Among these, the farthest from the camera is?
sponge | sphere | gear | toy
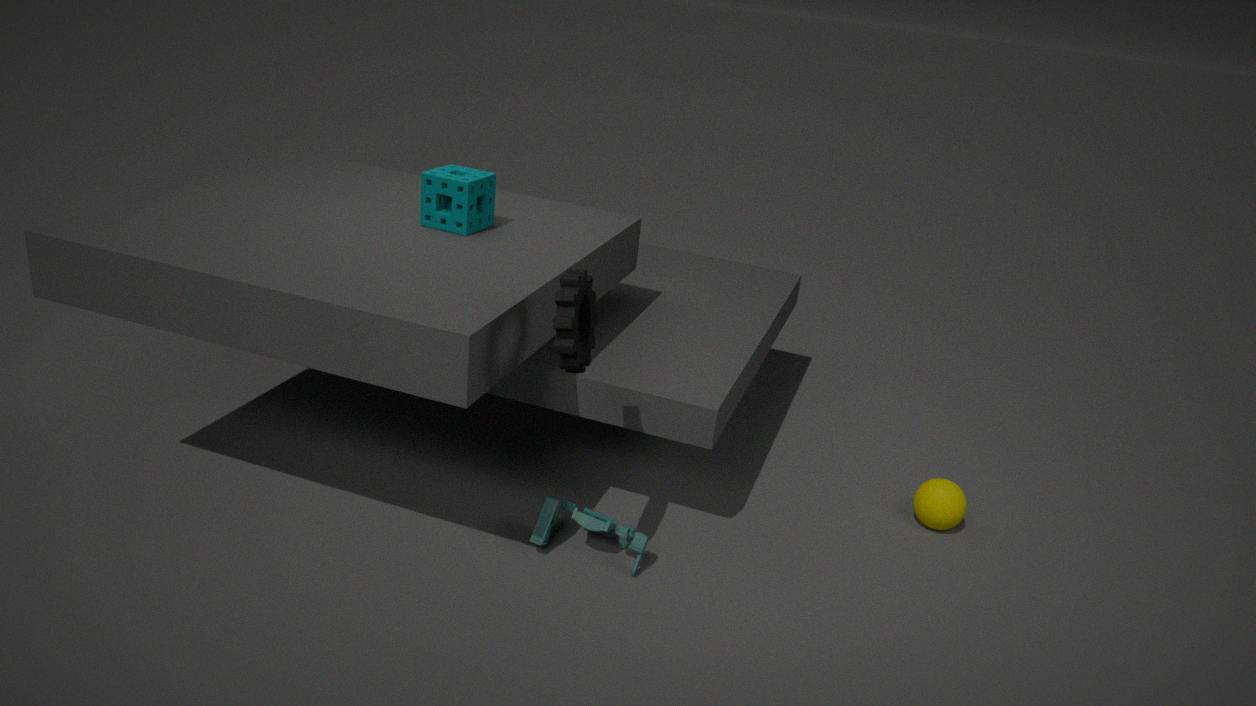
sphere
